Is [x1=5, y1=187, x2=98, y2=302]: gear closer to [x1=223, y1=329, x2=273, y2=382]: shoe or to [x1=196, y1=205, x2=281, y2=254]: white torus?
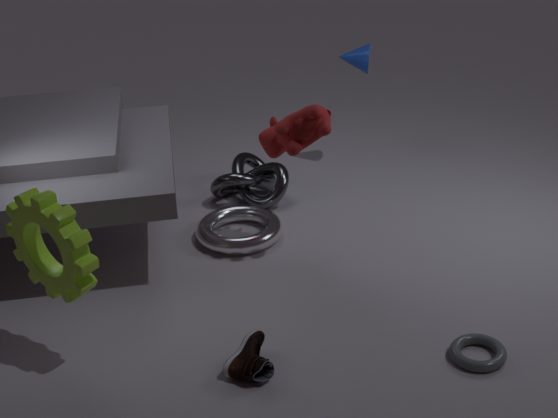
[x1=223, y1=329, x2=273, y2=382]: shoe
